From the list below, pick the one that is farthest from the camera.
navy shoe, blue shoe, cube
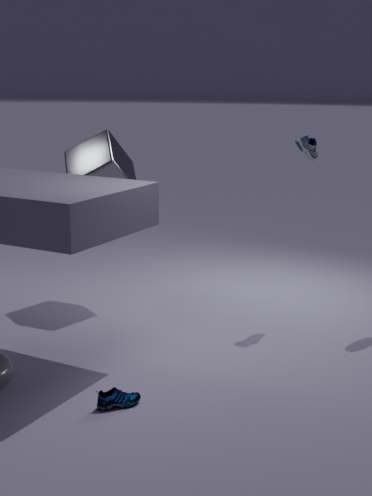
cube
